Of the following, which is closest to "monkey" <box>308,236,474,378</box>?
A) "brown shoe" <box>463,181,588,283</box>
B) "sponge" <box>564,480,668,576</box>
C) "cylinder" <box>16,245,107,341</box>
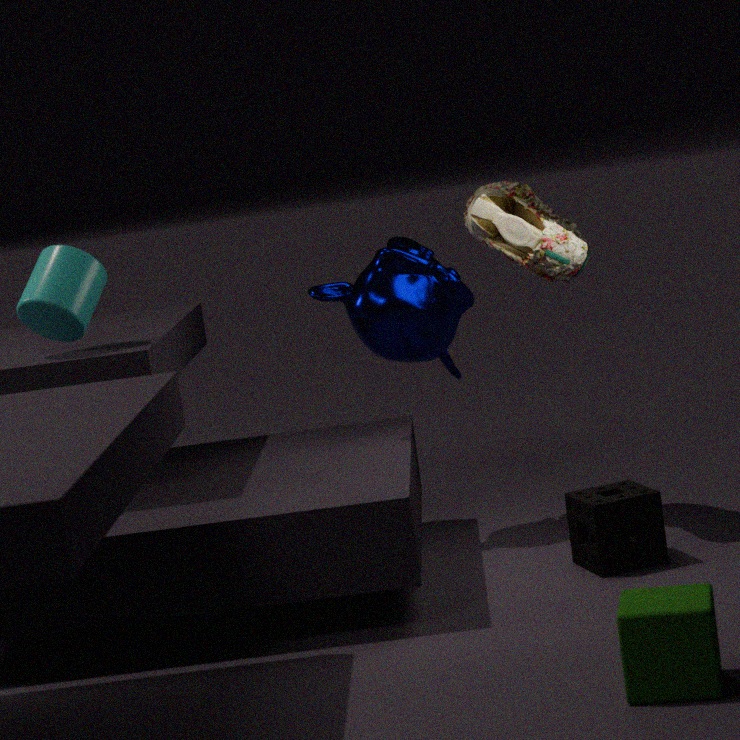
"brown shoe" <box>463,181,588,283</box>
